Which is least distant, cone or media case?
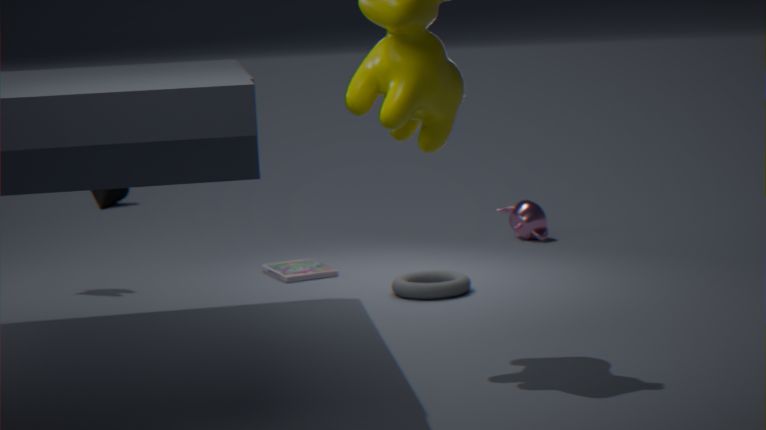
media case
